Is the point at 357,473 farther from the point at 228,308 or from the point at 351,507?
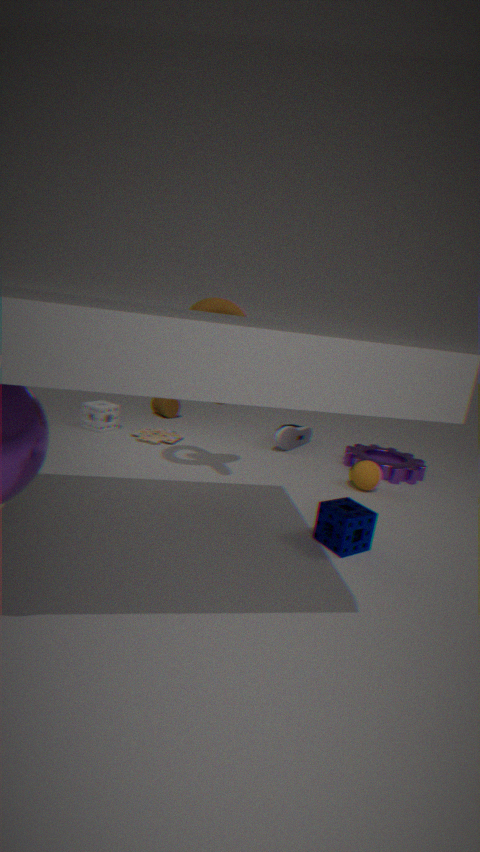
the point at 228,308
